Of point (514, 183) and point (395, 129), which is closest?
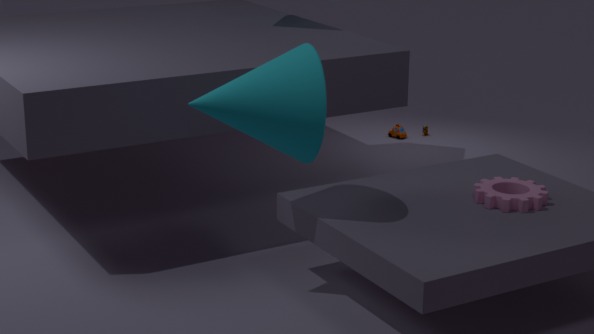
point (514, 183)
